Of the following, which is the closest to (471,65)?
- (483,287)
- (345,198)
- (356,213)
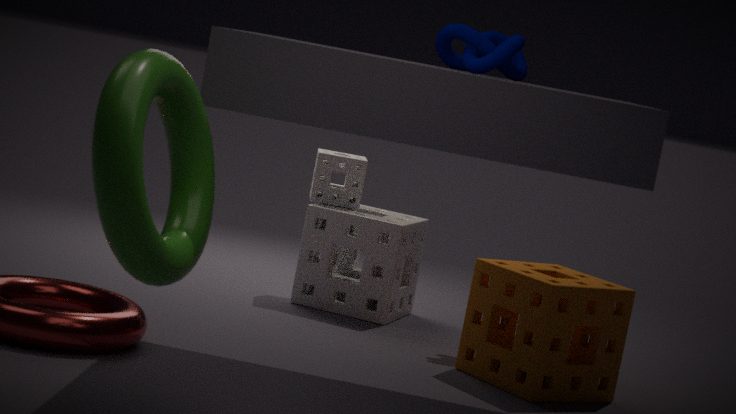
(483,287)
